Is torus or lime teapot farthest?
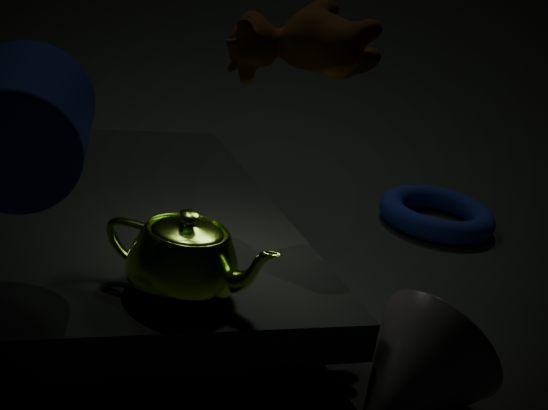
torus
